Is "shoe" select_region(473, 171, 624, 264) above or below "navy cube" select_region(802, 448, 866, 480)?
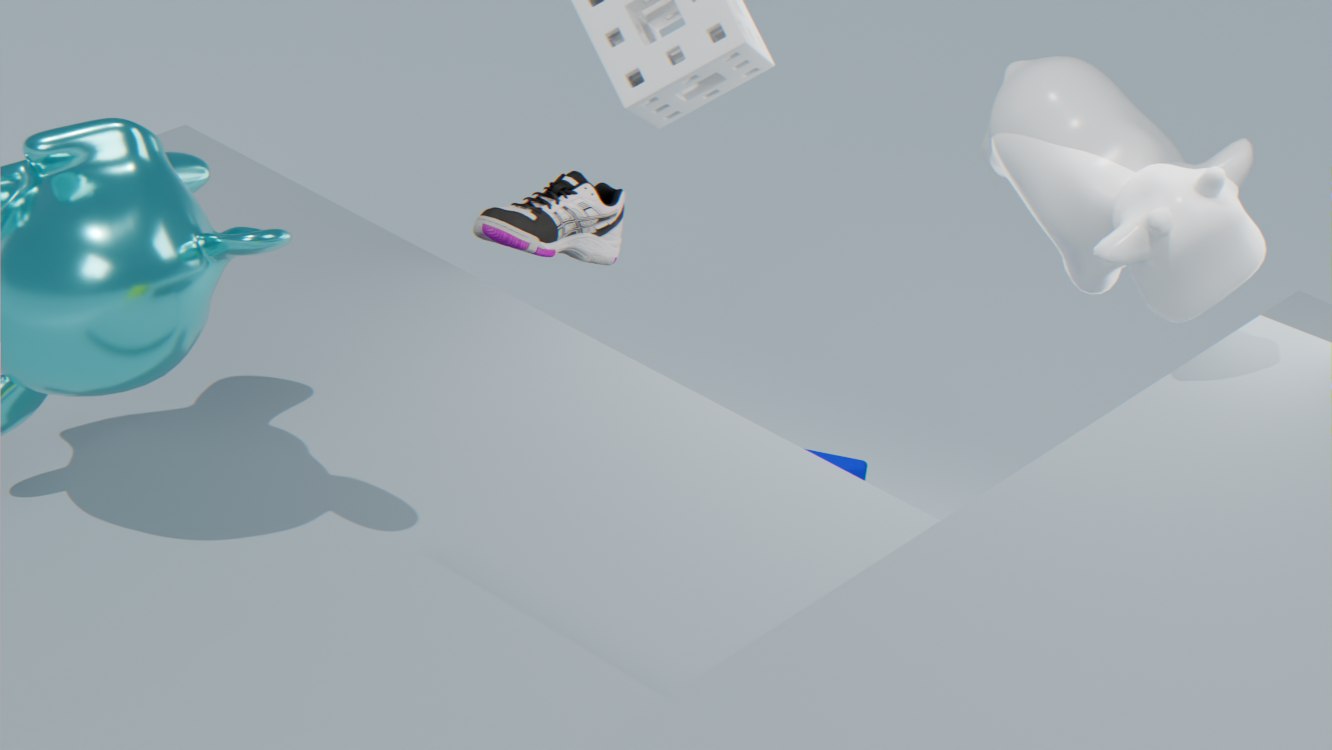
above
